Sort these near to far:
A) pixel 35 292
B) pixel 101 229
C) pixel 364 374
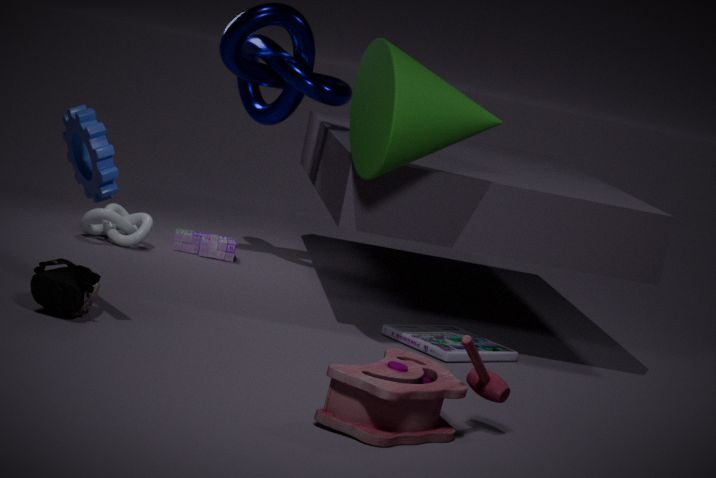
pixel 364 374 < pixel 35 292 < pixel 101 229
